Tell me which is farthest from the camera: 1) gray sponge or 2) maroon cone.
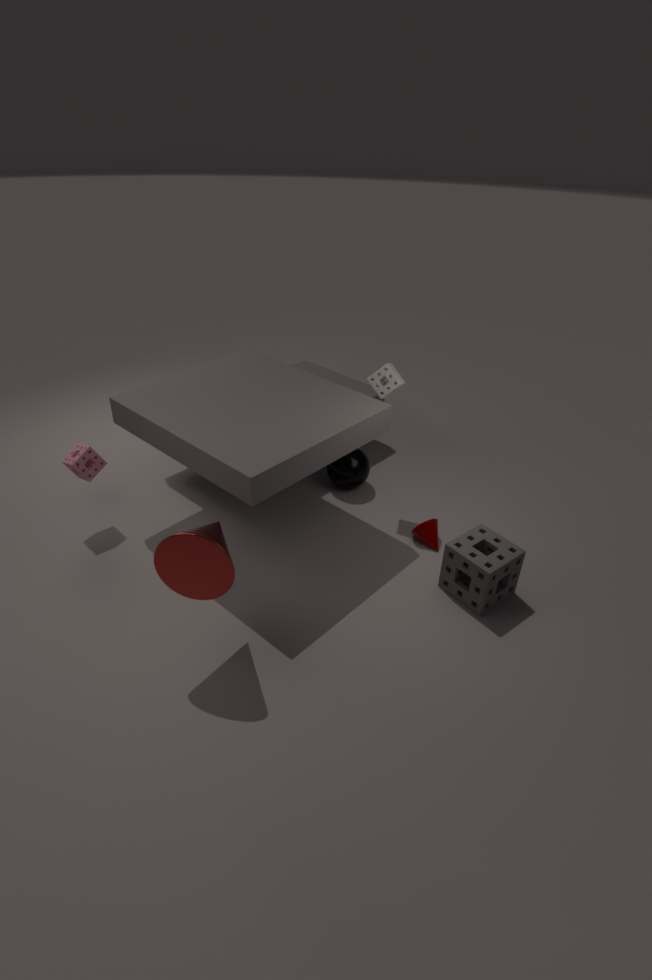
2. maroon cone
